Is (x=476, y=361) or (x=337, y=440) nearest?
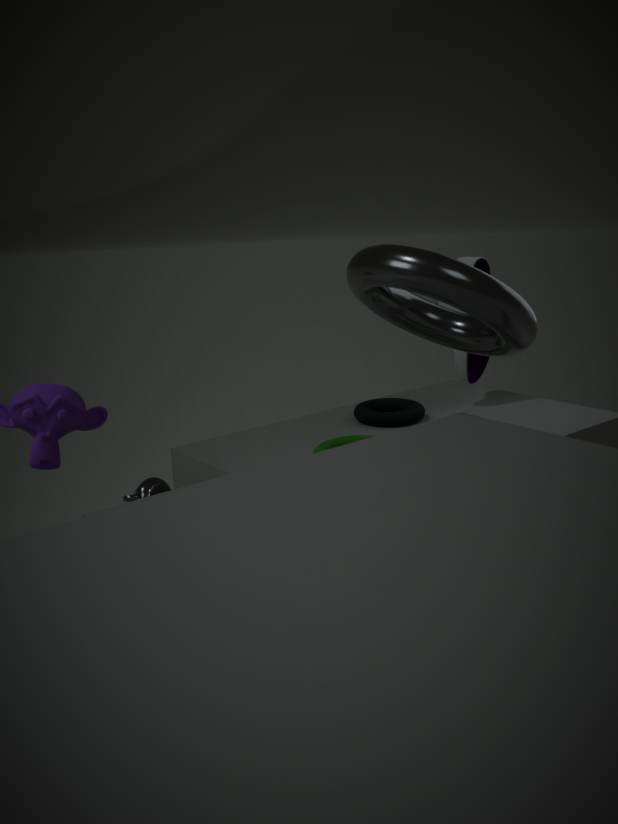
(x=337, y=440)
